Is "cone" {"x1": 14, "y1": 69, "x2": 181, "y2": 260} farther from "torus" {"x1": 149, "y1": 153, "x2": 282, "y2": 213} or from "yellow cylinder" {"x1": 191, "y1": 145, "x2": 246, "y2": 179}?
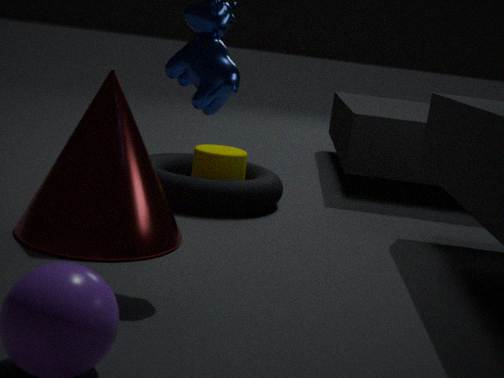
"yellow cylinder" {"x1": 191, "y1": 145, "x2": 246, "y2": 179}
